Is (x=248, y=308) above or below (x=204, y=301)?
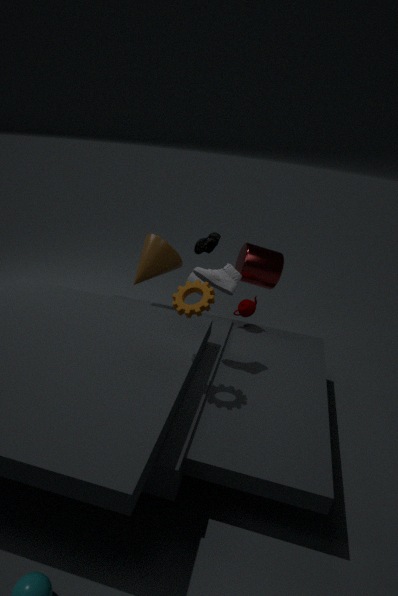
below
